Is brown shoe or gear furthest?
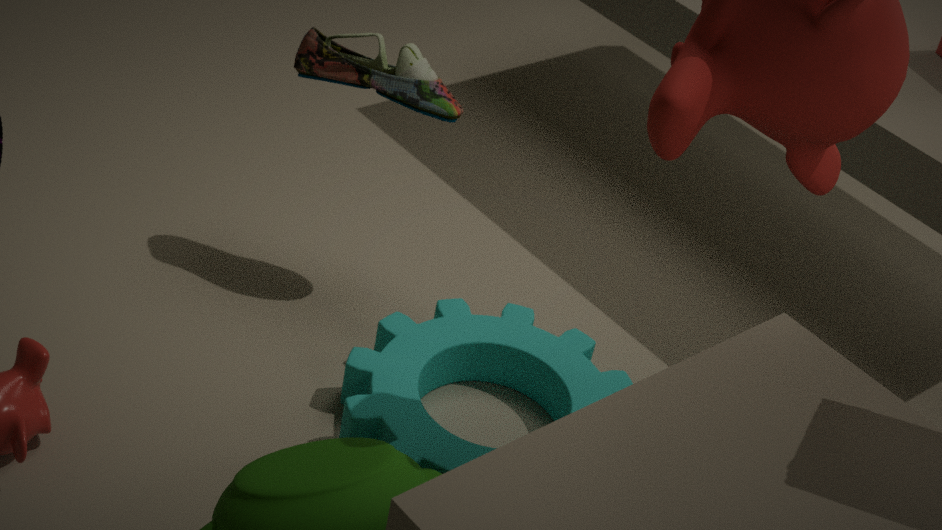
brown shoe
